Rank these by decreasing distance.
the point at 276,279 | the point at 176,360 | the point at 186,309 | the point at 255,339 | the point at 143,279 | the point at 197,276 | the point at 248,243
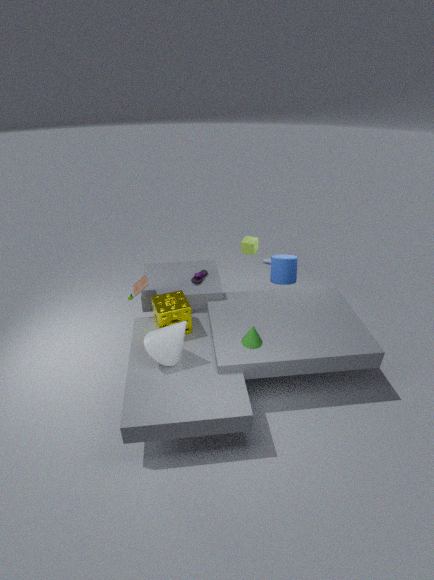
the point at 276,279 < the point at 248,243 < the point at 197,276 < the point at 143,279 < the point at 186,309 < the point at 255,339 < the point at 176,360
